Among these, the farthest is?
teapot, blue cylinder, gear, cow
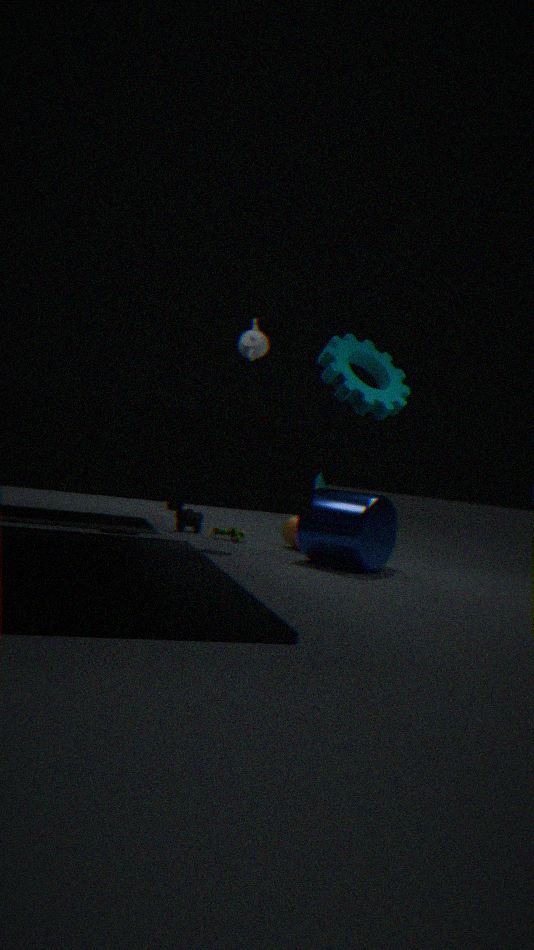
cow
